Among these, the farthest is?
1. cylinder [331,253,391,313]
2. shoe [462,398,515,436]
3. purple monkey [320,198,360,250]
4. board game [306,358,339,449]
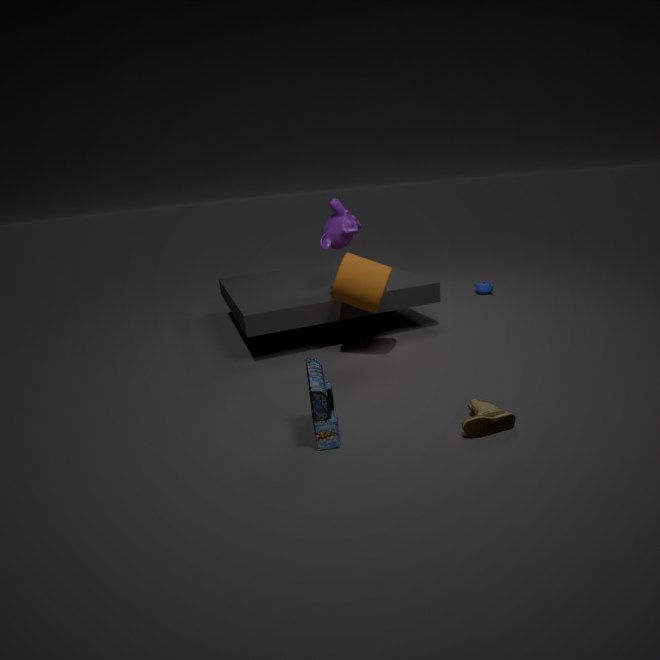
purple monkey [320,198,360,250]
